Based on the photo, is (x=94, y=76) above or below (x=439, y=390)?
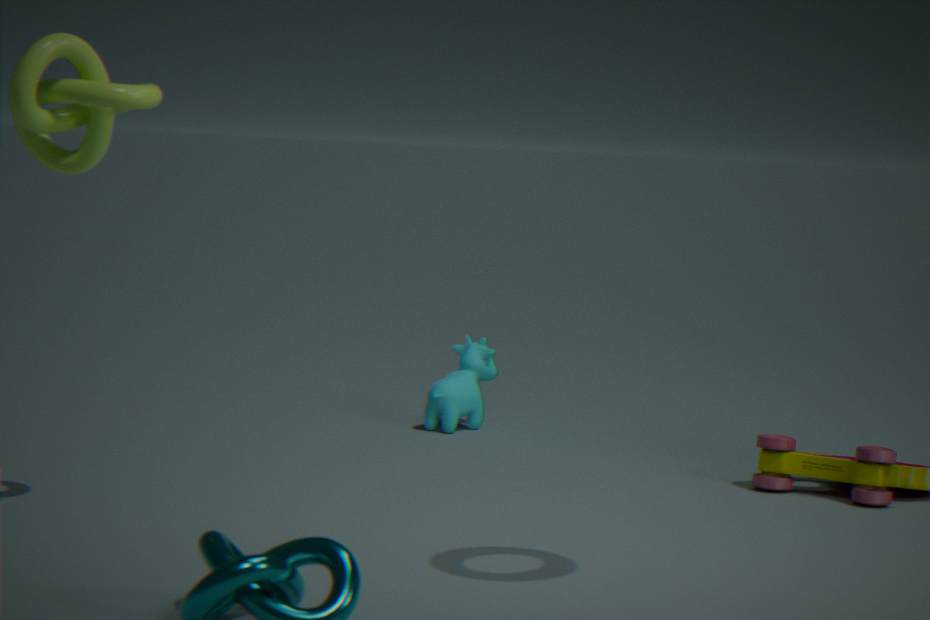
above
